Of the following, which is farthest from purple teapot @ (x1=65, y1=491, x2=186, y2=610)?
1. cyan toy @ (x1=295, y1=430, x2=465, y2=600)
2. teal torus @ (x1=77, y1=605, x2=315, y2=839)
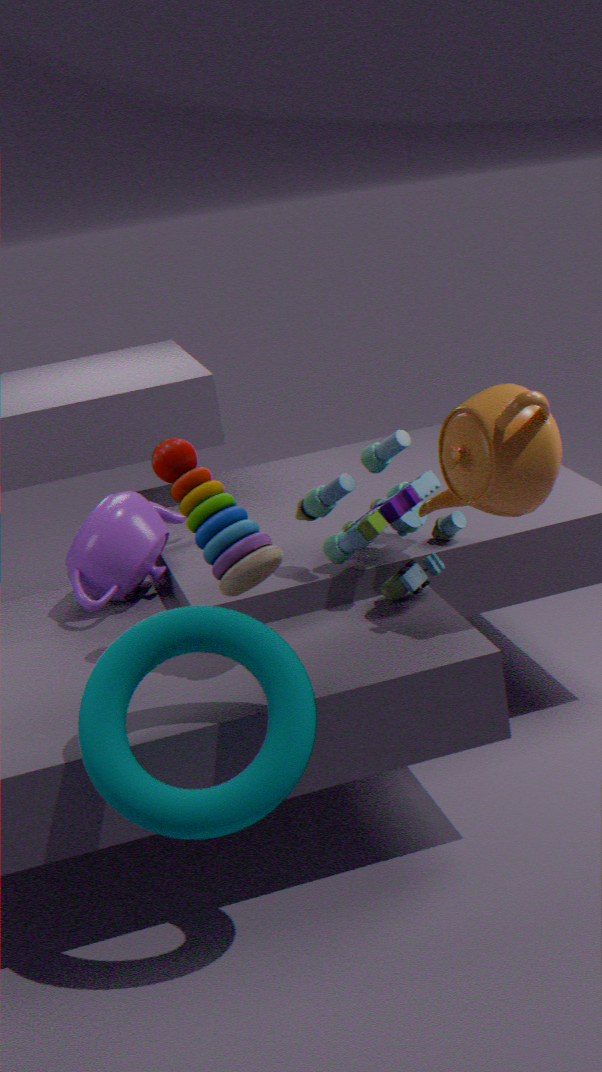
teal torus @ (x1=77, y1=605, x2=315, y2=839)
